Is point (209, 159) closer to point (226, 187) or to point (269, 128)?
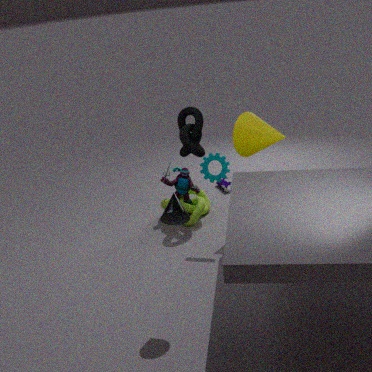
point (269, 128)
